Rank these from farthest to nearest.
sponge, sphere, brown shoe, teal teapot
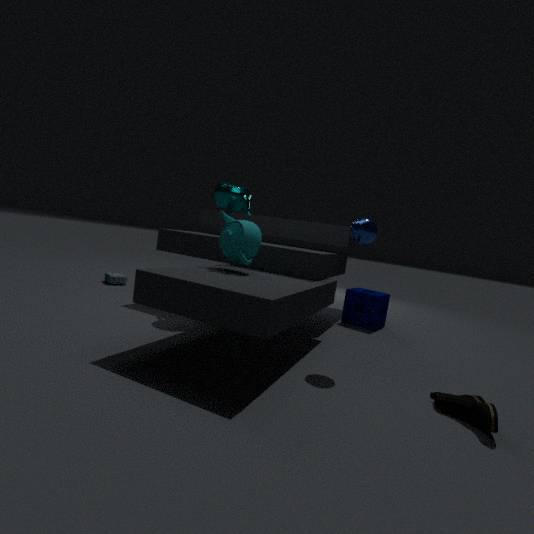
sponge
teal teapot
sphere
brown shoe
